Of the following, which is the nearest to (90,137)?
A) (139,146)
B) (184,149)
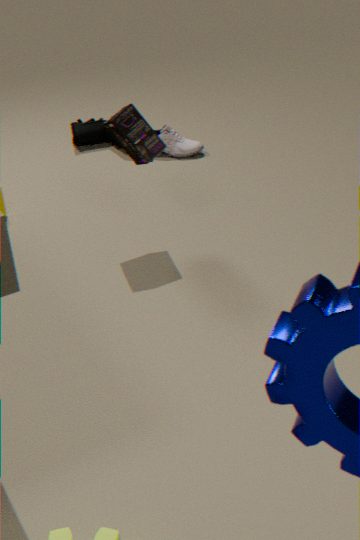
(184,149)
